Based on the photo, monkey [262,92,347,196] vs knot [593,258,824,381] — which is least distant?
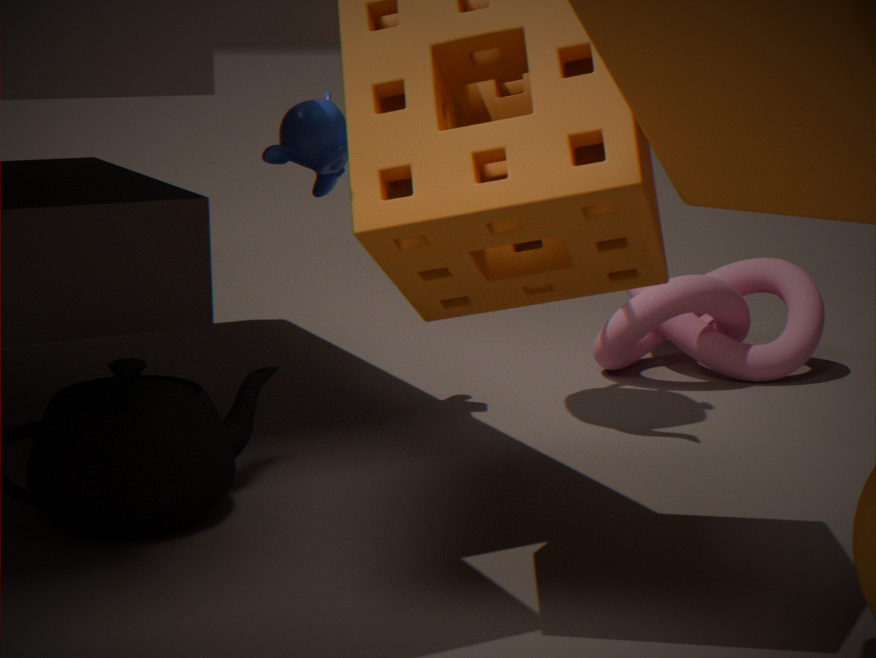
monkey [262,92,347,196]
